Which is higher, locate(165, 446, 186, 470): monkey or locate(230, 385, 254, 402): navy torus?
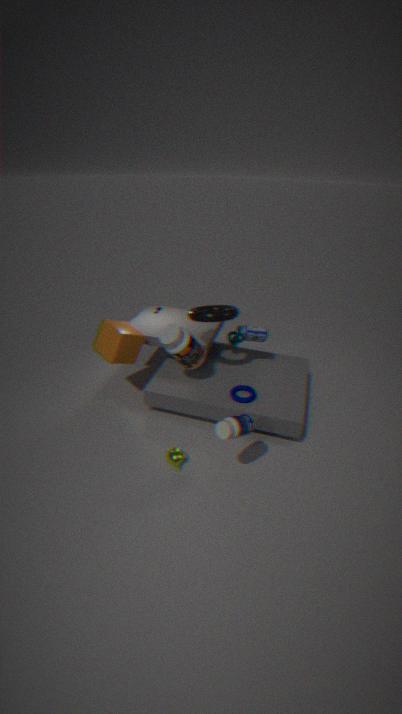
locate(230, 385, 254, 402): navy torus
